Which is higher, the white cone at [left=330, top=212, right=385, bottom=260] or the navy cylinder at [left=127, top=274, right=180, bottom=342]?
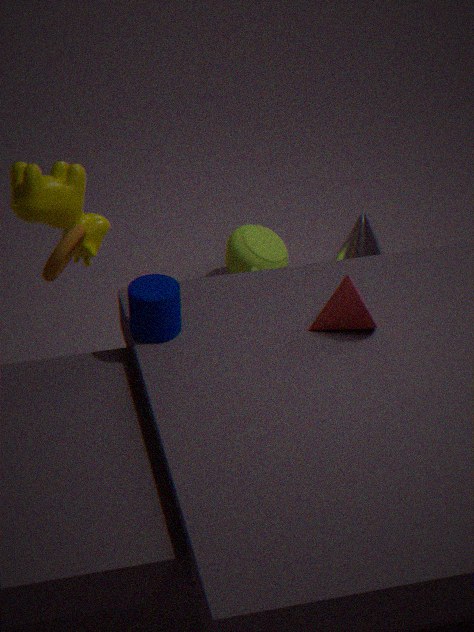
the navy cylinder at [left=127, top=274, right=180, bottom=342]
